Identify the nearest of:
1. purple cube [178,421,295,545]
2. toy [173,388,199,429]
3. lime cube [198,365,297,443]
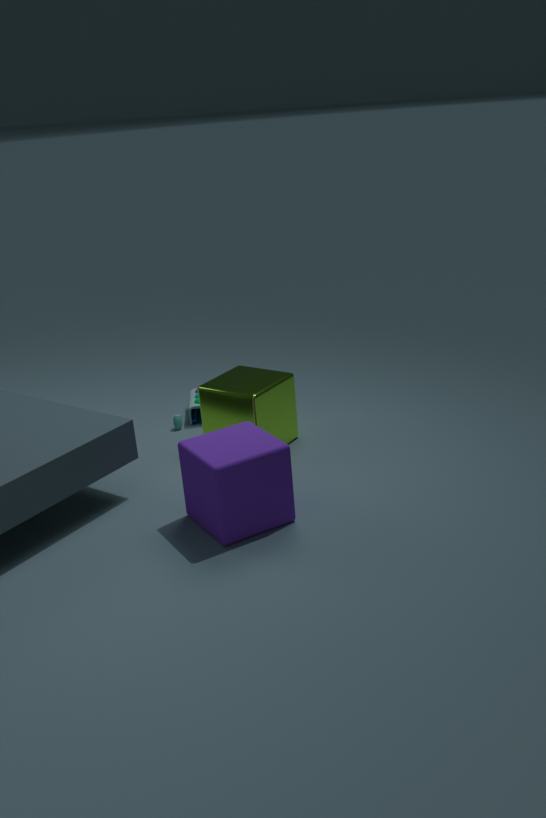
purple cube [178,421,295,545]
